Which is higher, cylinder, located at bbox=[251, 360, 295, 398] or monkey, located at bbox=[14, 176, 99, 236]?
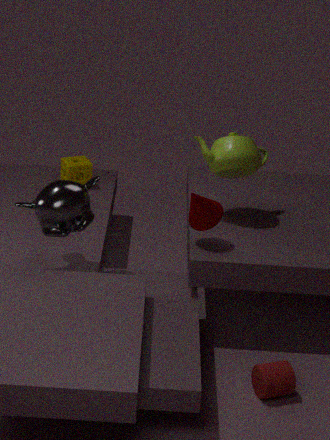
monkey, located at bbox=[14, 176, 99, 236]
